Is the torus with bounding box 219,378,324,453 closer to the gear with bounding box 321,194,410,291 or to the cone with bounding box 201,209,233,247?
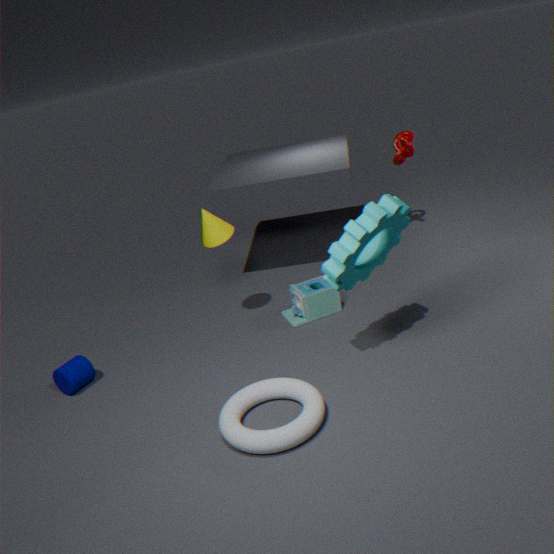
the gear with bounding box 321,194,410,291
